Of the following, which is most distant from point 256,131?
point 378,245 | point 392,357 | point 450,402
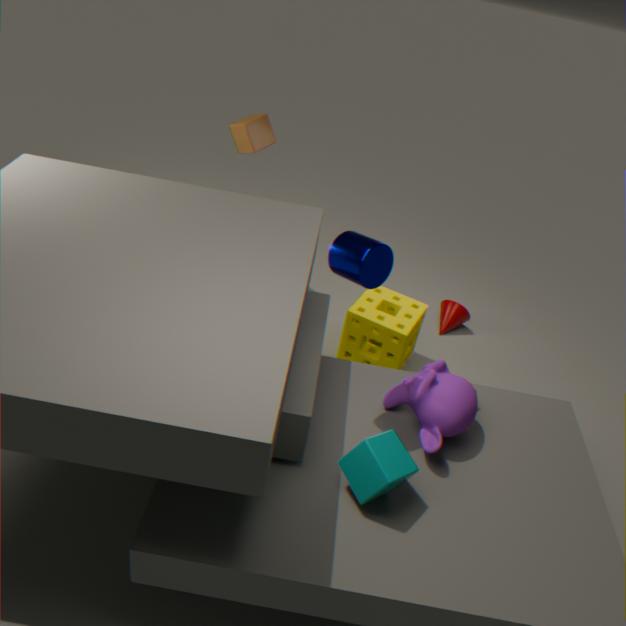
point 450,402
